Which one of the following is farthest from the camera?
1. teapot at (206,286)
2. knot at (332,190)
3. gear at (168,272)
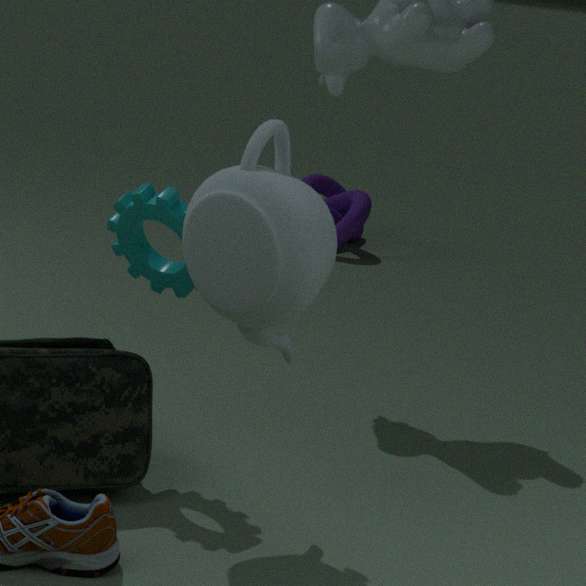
knot at (332,190)
